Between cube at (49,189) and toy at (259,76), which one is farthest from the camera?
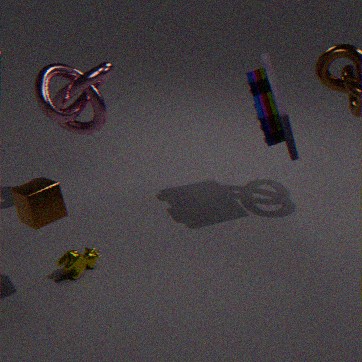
toy at (259,76)
